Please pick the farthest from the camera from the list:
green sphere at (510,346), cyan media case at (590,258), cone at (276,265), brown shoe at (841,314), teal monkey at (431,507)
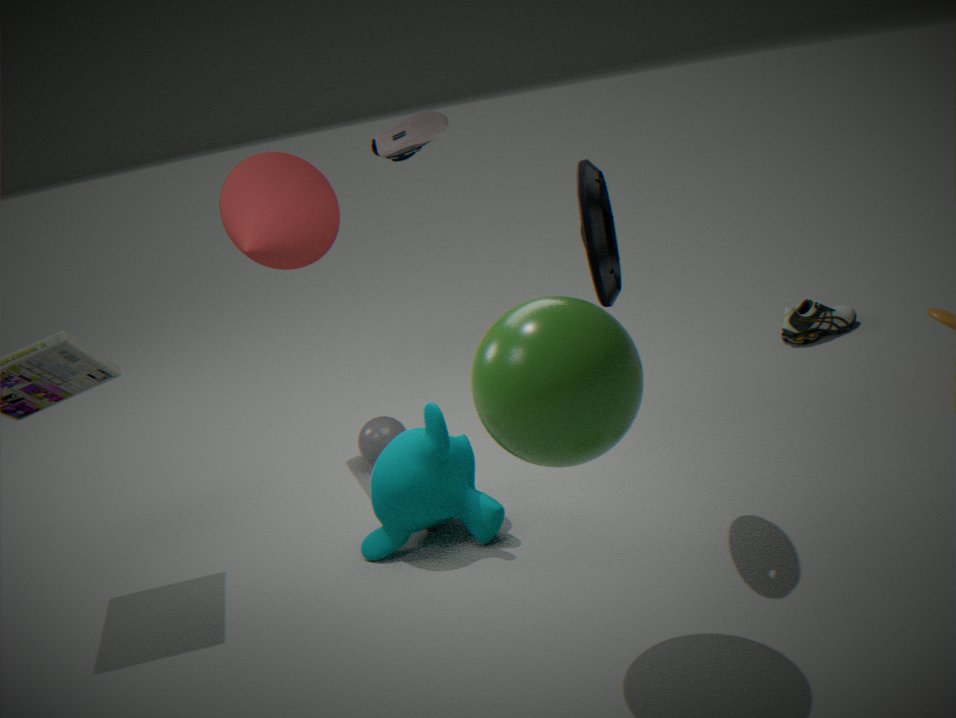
brown shoe at (841,314)
